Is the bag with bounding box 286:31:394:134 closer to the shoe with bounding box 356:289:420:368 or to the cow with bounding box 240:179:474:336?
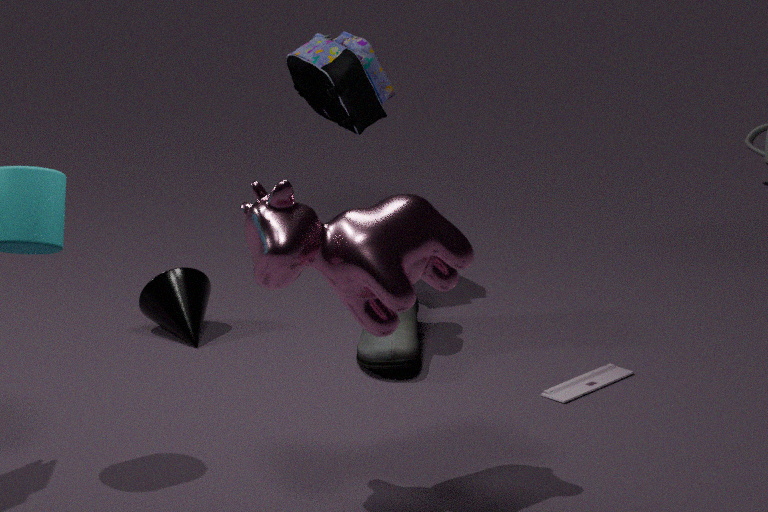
the shoe with bounding box 356:289:420:368
